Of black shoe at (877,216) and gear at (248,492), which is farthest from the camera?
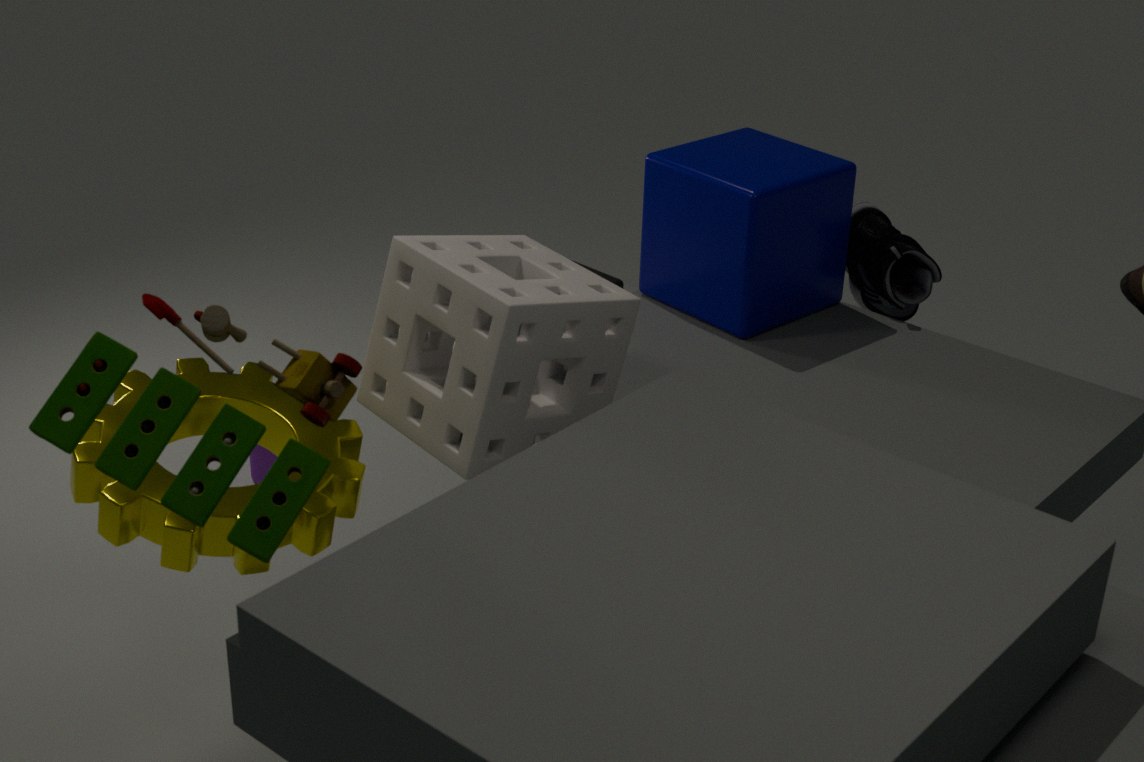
black shoe at (877,216)
